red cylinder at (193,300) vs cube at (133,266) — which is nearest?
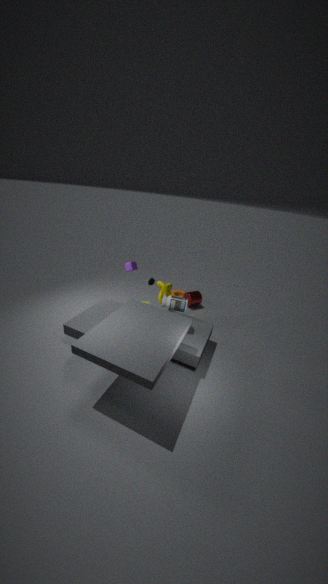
cube at (133,266)
